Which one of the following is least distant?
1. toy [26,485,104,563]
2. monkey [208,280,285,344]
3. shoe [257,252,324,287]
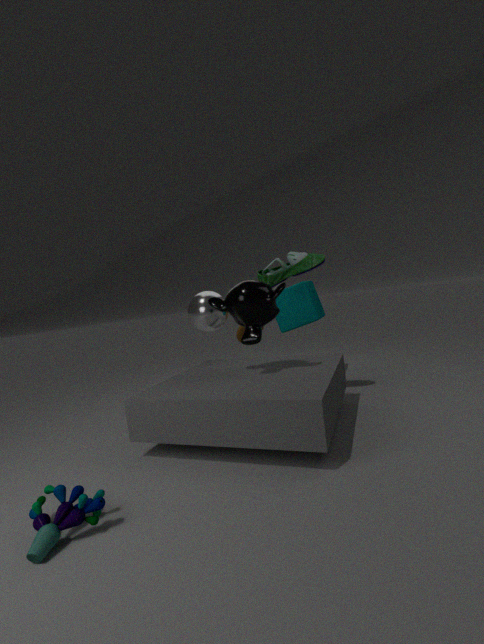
toy [26,485,104,563]
